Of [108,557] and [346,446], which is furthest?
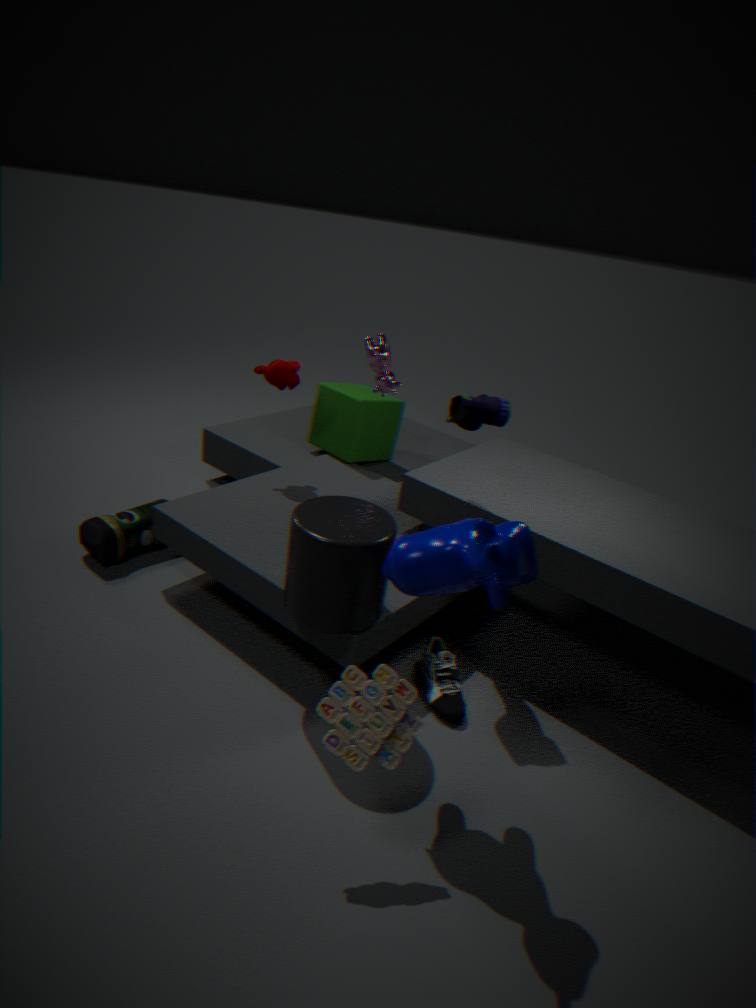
[346,446]
